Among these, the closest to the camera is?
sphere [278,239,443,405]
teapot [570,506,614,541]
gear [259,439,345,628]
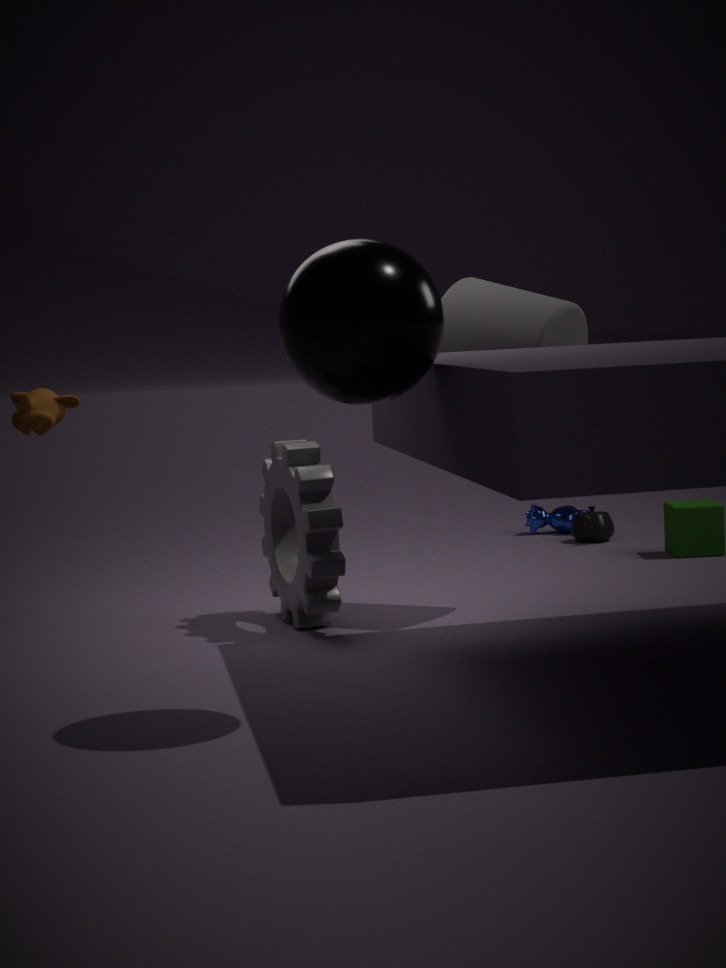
sphere [278,239,443,405]
